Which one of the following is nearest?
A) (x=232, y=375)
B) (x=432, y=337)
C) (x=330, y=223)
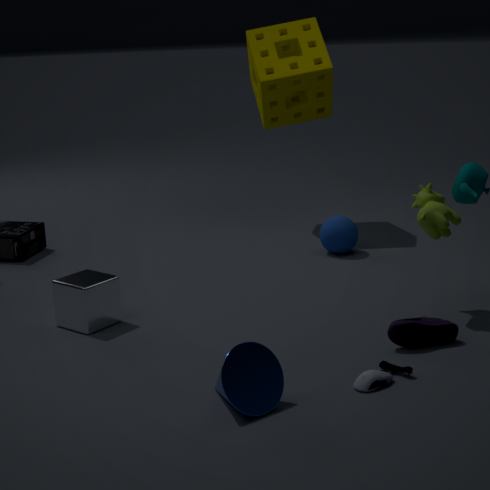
(x=232, y=375)
